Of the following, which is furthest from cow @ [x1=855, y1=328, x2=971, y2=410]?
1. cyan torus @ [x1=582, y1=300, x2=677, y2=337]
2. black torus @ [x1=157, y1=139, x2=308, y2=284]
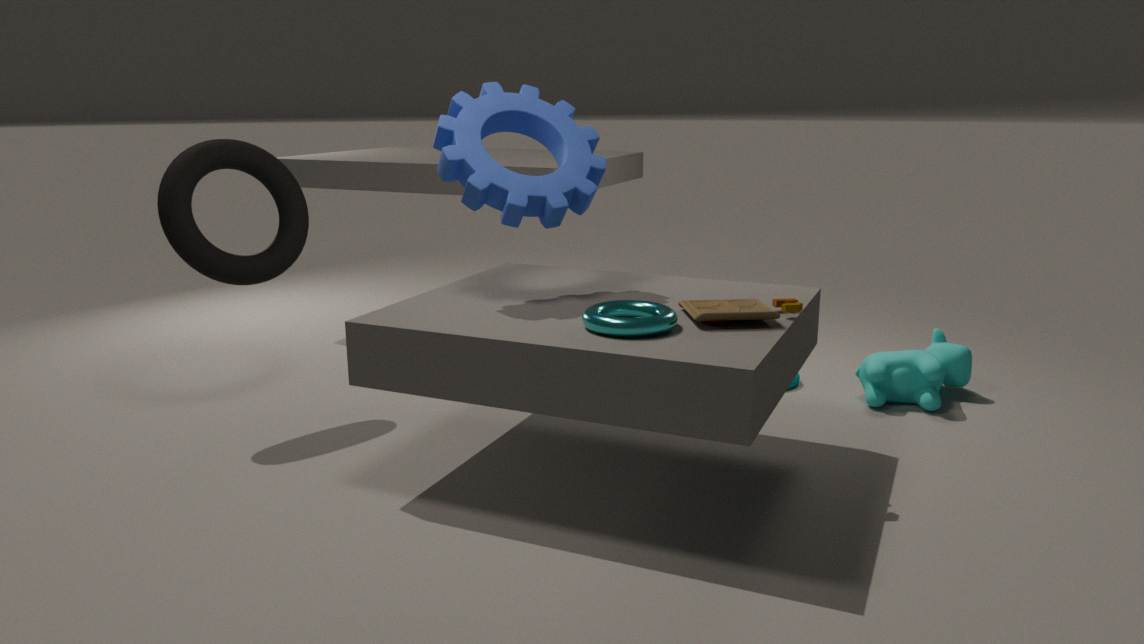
black torus @ [x1=157, y1=139, x2=308, y2=284]
